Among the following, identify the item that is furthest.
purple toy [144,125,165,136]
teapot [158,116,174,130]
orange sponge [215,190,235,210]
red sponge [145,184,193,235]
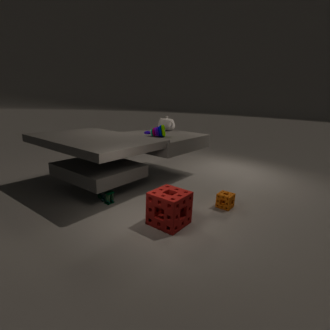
teapot [158,116,174,130]
